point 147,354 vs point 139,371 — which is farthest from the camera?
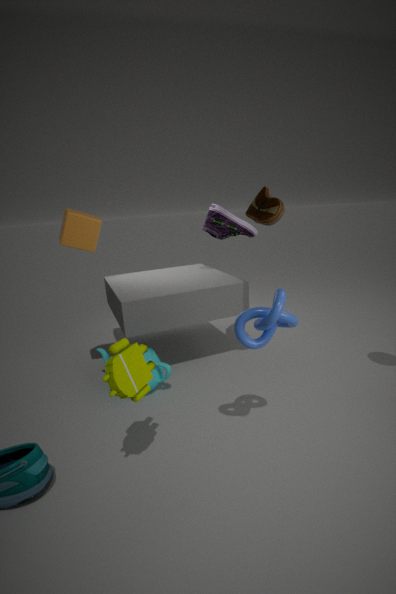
point 147,354
